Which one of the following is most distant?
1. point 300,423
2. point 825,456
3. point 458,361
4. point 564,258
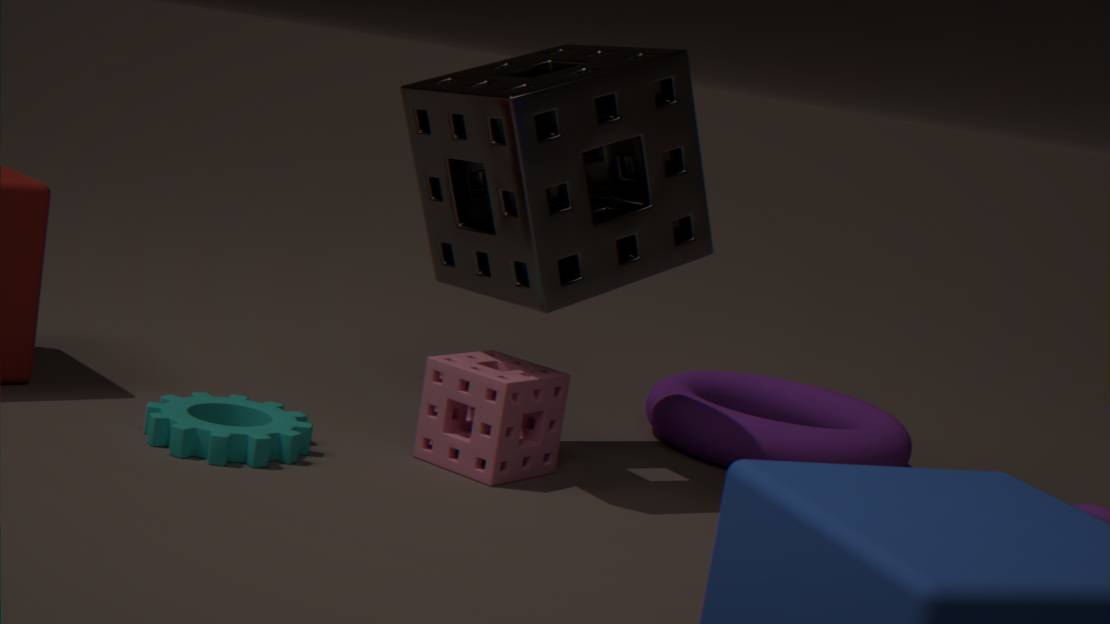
point 825,456
